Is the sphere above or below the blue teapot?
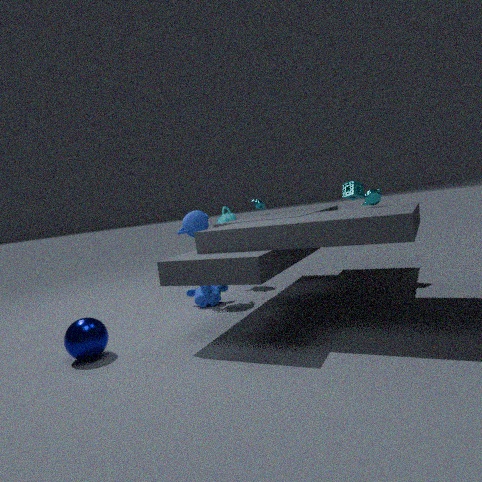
below
